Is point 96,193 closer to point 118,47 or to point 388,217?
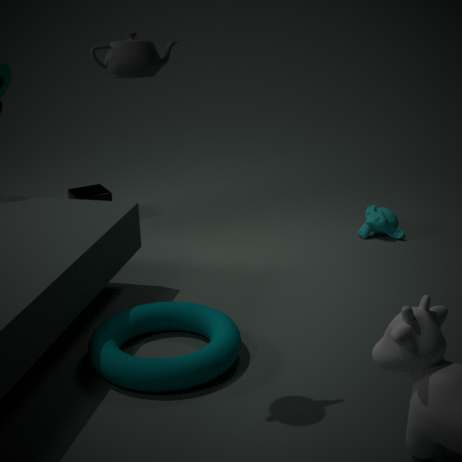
point 388,217
